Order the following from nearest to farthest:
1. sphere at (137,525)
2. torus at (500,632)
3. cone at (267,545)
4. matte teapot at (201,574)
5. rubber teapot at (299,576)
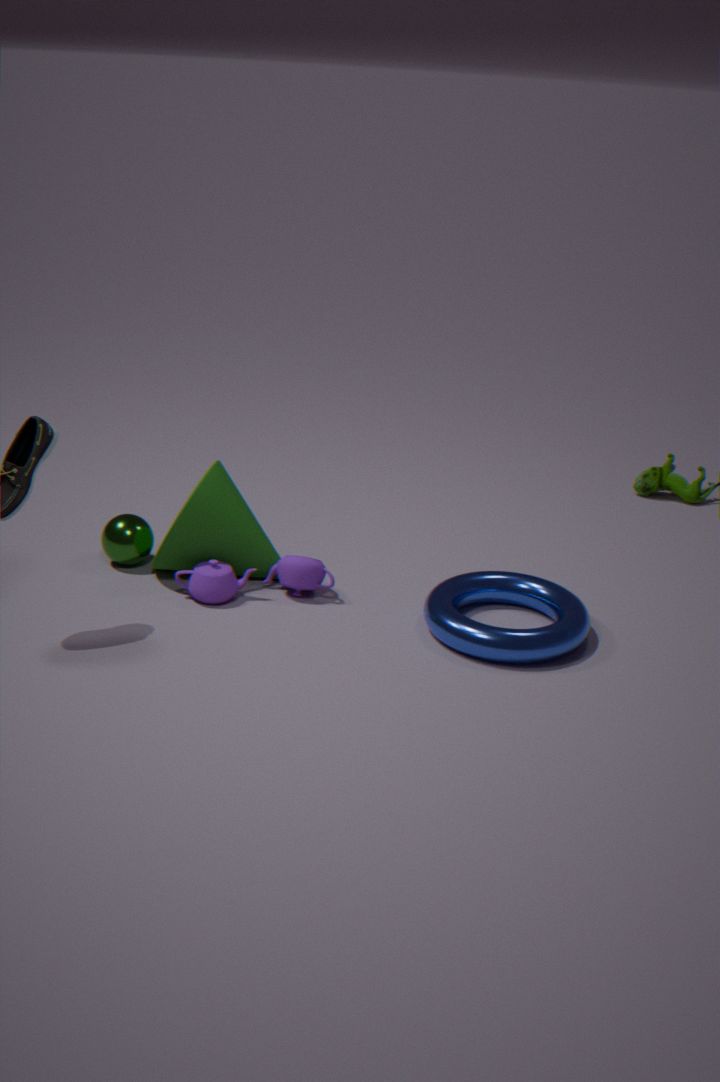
torus at (500,632), matte teapot at (201,574), cone at (267,545), rubber teapot at (299,576), sphere at (137,525)
